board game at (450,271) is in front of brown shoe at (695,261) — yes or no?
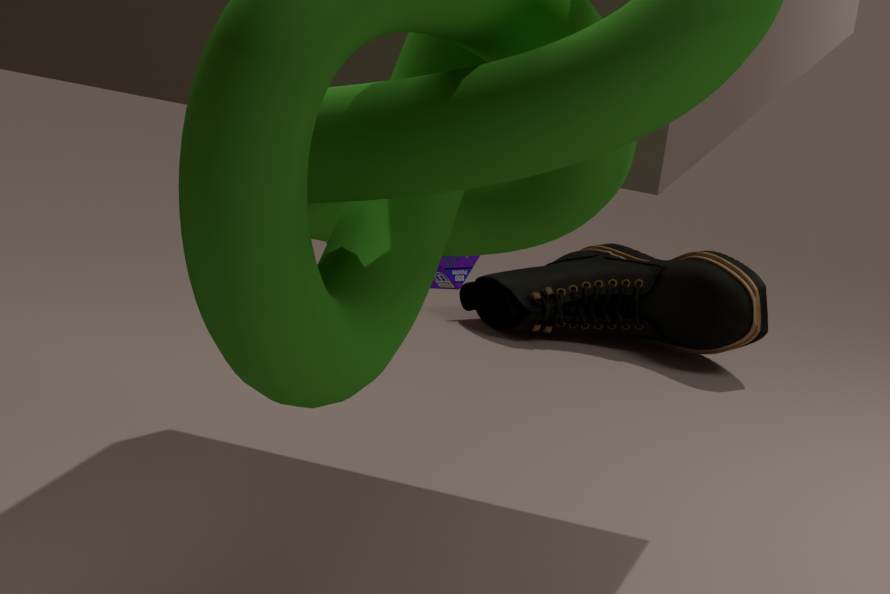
Yes
